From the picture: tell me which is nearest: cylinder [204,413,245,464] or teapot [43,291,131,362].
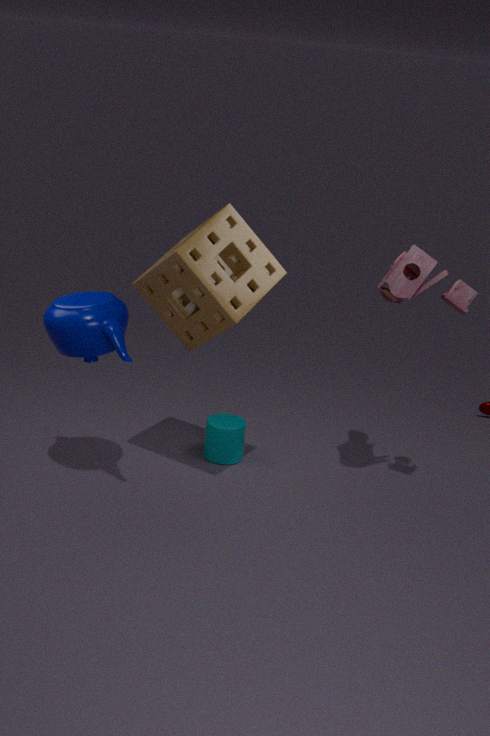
teapot [43,291,131,362]
